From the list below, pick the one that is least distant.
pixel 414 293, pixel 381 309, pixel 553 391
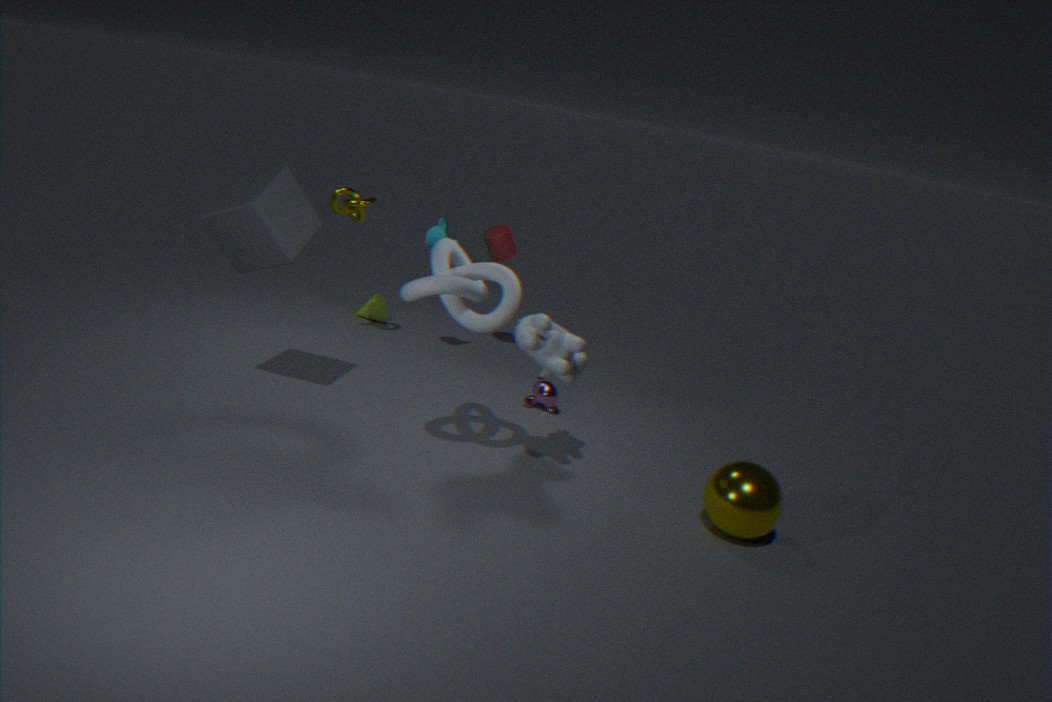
pixel 414 293
